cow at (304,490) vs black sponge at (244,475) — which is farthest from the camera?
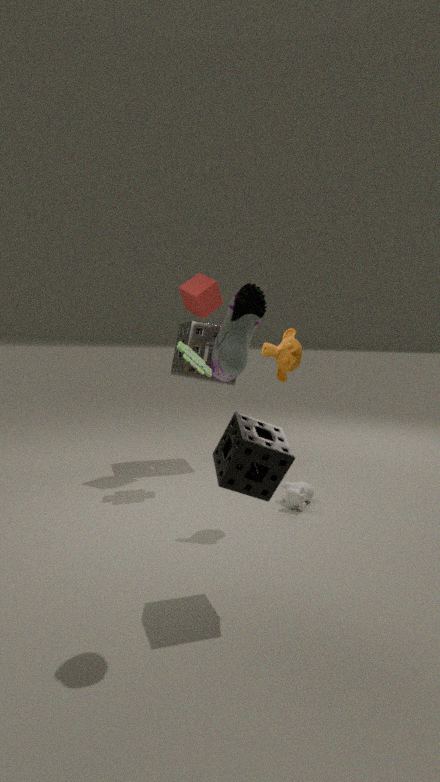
cow at (304,490)
